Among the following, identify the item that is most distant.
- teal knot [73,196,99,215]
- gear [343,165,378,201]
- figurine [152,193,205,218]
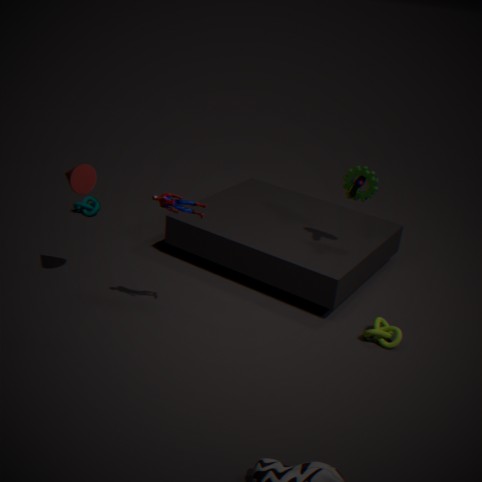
teal knot [73,196,99,215]
